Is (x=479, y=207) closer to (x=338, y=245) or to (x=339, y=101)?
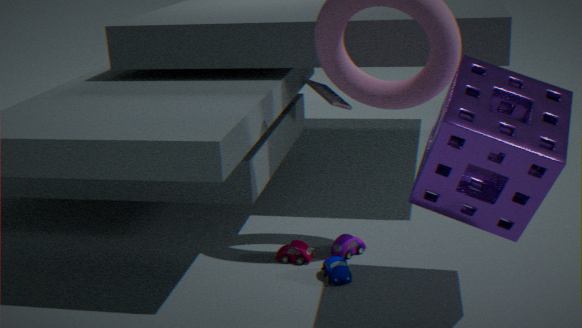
(x=338, y=245)
